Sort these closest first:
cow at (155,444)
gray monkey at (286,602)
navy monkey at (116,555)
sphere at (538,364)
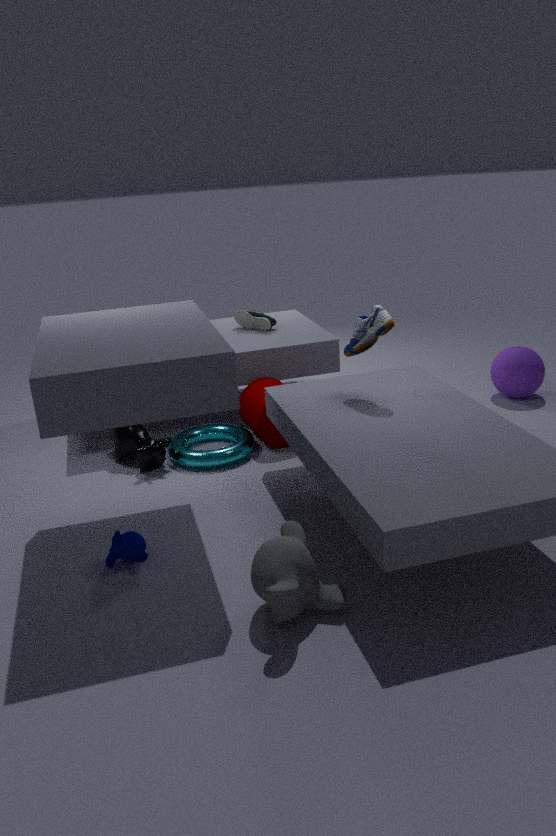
gray monkey at (286,602)
navy monkey at (116,555)
cow at (155,444)
sphere at (538,364)
